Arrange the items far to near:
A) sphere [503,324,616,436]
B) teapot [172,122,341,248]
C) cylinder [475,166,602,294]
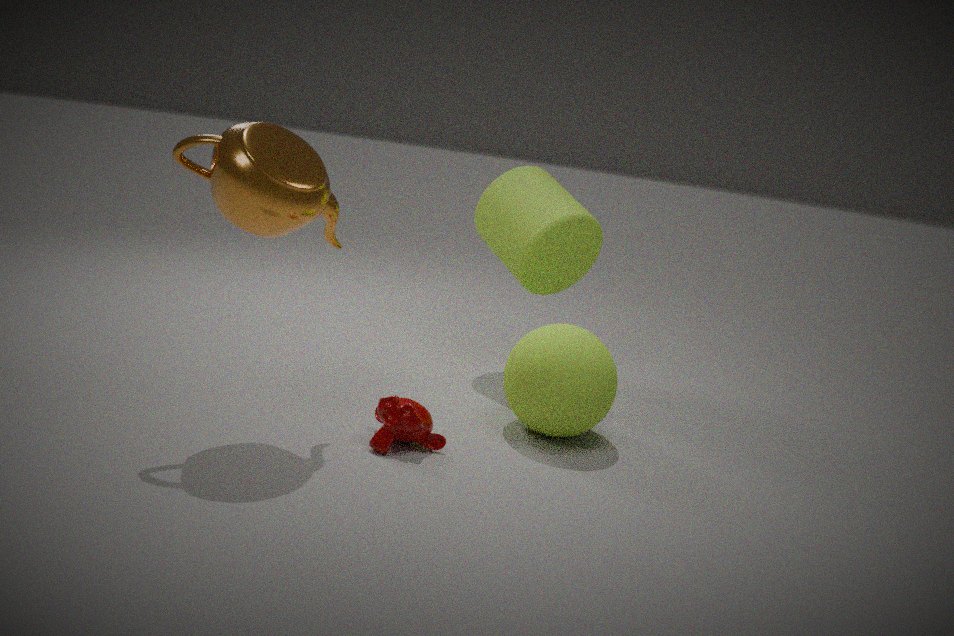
cylinder [475,166,602,294] < sphere [503,324,616,436] < teapot [172,122,341,248]
